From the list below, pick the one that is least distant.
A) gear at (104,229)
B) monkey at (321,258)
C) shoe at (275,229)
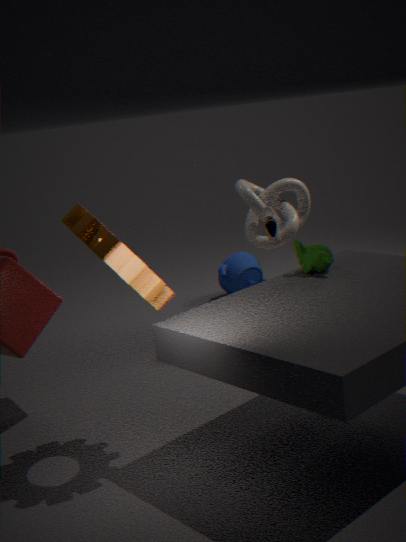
gear at (104,229)
